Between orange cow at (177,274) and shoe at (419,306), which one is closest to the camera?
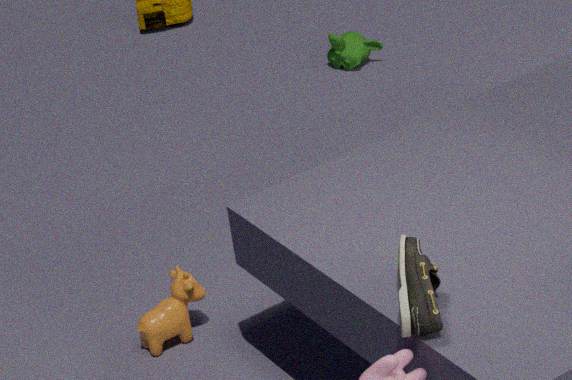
shoe at (419,306)
